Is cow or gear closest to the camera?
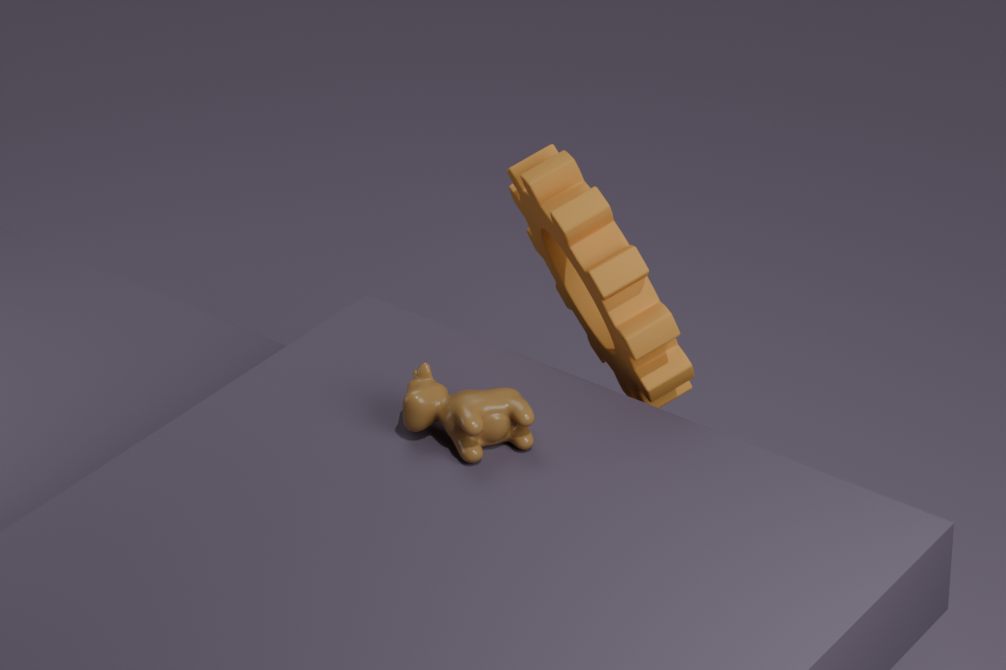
cow
